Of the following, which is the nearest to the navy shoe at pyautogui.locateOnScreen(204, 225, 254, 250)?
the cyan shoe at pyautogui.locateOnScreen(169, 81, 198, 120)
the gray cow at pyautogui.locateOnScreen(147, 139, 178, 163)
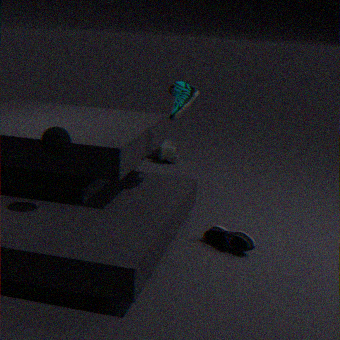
the cyan shoe at pyautogui.locateOnScreen(169, 81, 198, 120)
